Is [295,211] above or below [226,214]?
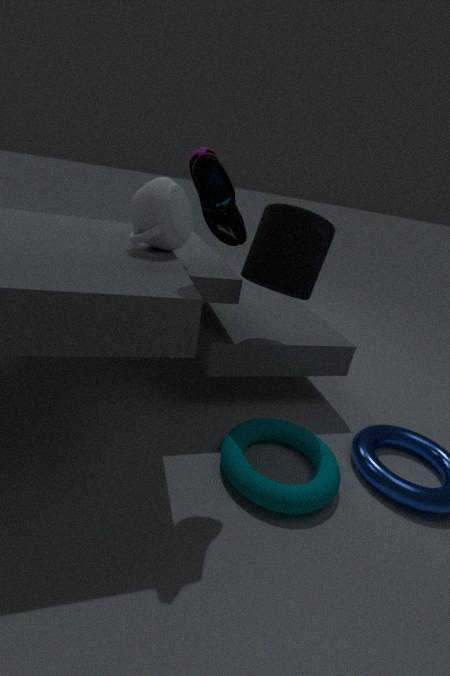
below
